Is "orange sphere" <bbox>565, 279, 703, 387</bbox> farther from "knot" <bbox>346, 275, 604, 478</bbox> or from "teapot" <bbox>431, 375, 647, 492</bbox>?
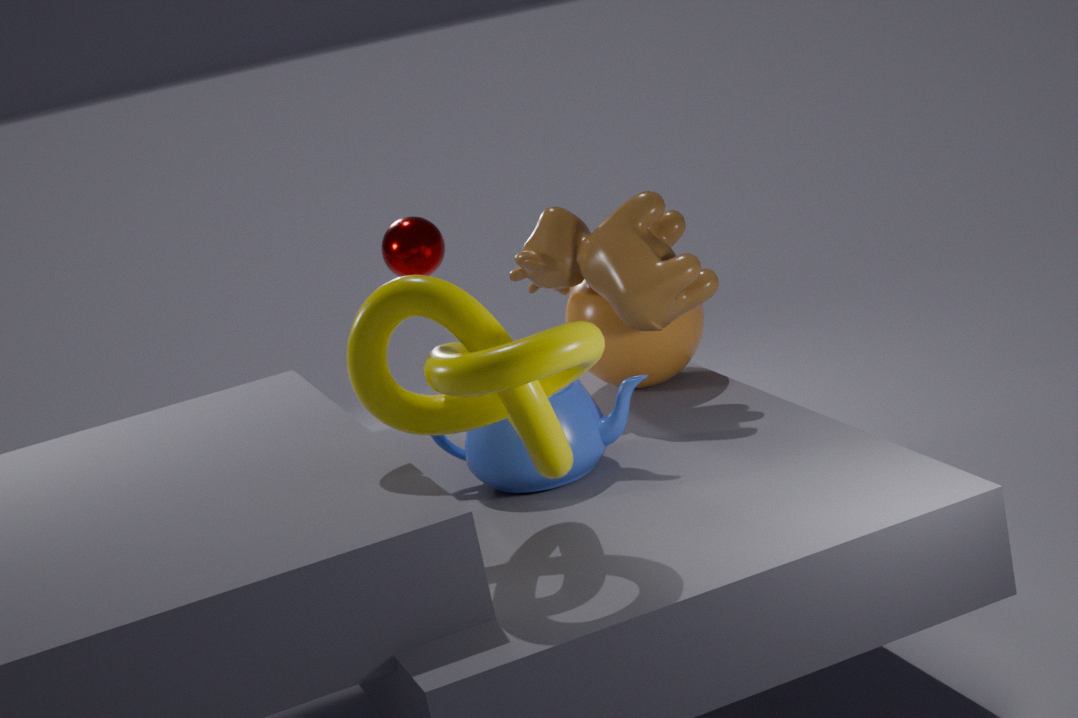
"knot" <bbox>346, 275, 604, 478</bbox>
